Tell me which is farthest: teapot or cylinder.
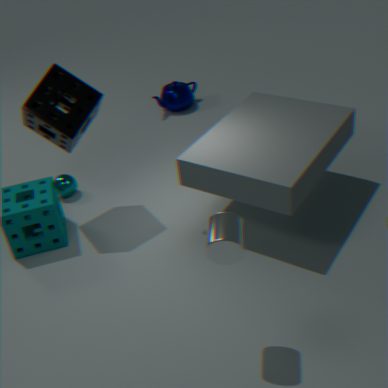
teapot
